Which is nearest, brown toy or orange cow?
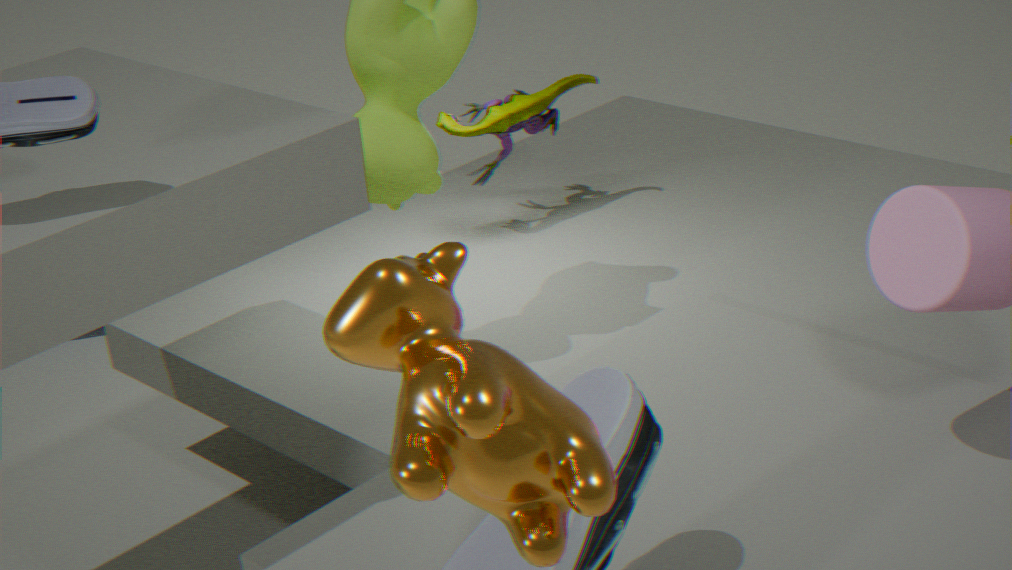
orange cow
